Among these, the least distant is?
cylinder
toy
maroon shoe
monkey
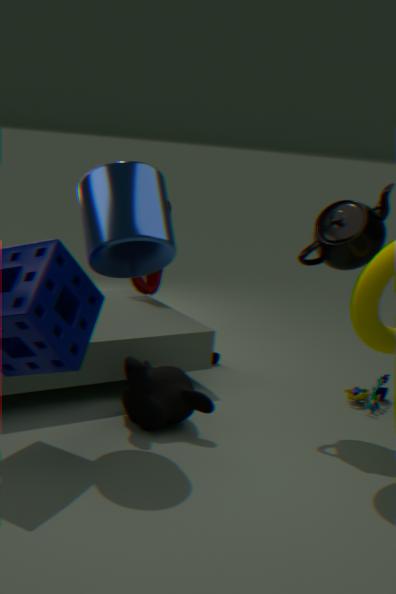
cylinder
